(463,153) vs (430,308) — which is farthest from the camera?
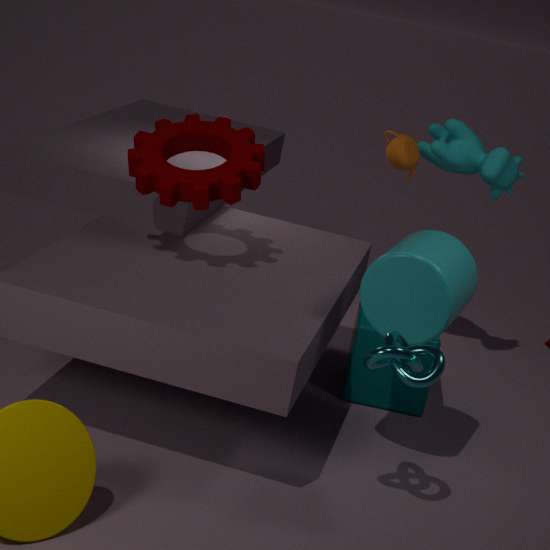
(463,153)
